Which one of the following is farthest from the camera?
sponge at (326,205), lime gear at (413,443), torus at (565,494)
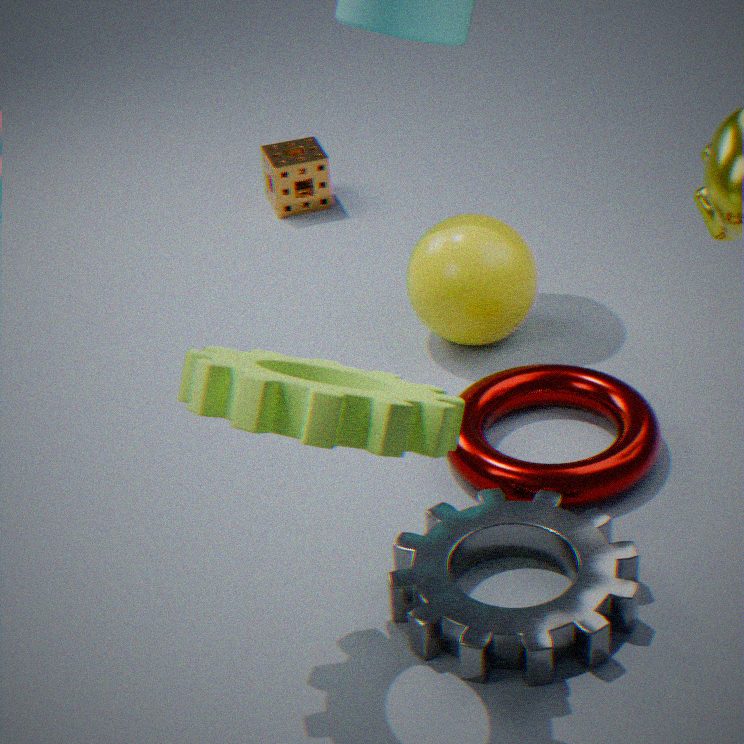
sponge at (326,205)
